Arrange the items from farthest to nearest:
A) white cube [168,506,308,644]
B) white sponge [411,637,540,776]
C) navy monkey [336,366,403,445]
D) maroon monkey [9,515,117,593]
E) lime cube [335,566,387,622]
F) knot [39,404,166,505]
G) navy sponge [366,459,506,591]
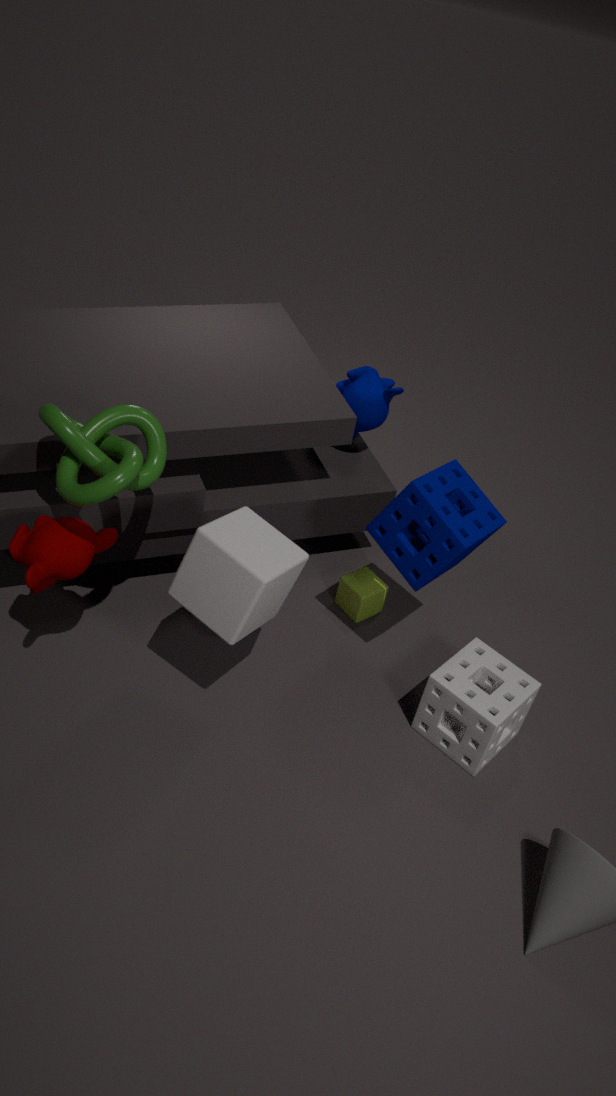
navy monkey [336,366,403,445] < lime cube [335,566,387,622] < white sponge [411,637,540,776] < navy sponge [366,459,506,591] < maroon monkey [9,515,117,593] < white cube [168,506,308,644] < knot [39,404,166,505]
